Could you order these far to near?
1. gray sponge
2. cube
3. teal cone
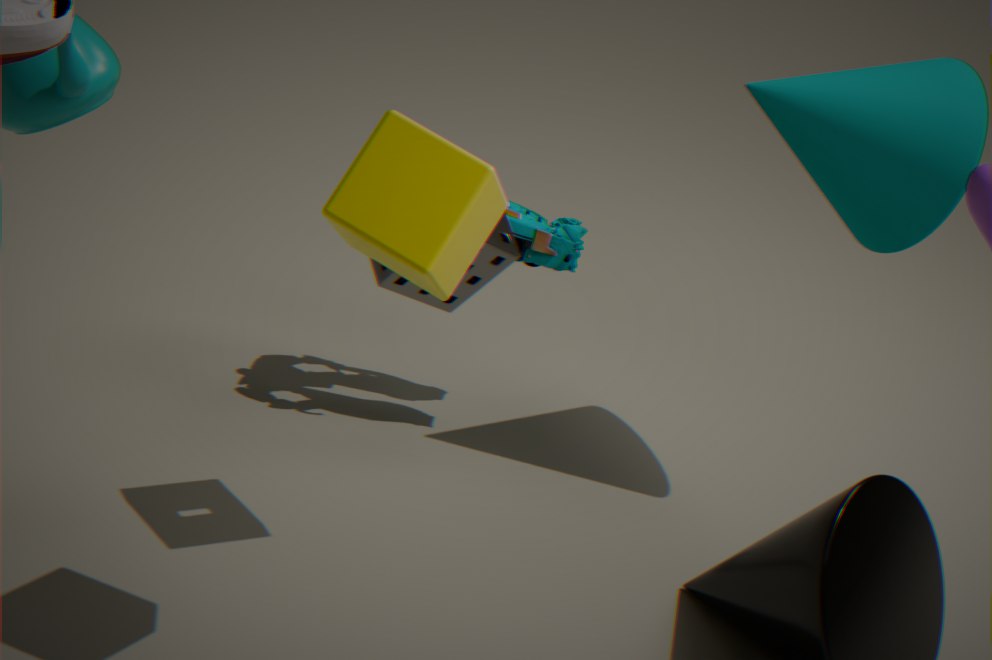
teal cone
gray sponge
cube
